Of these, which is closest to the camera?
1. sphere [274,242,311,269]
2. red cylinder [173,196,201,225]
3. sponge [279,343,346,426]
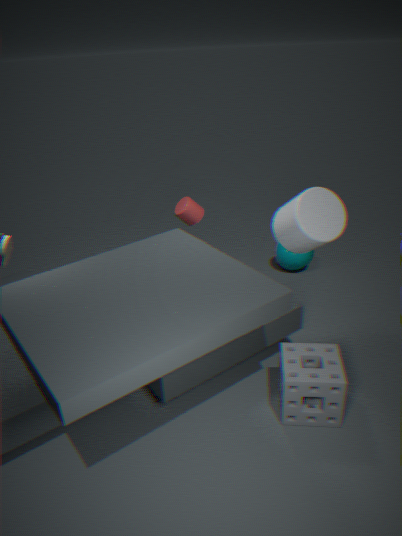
sponge [279,343,346,426]
